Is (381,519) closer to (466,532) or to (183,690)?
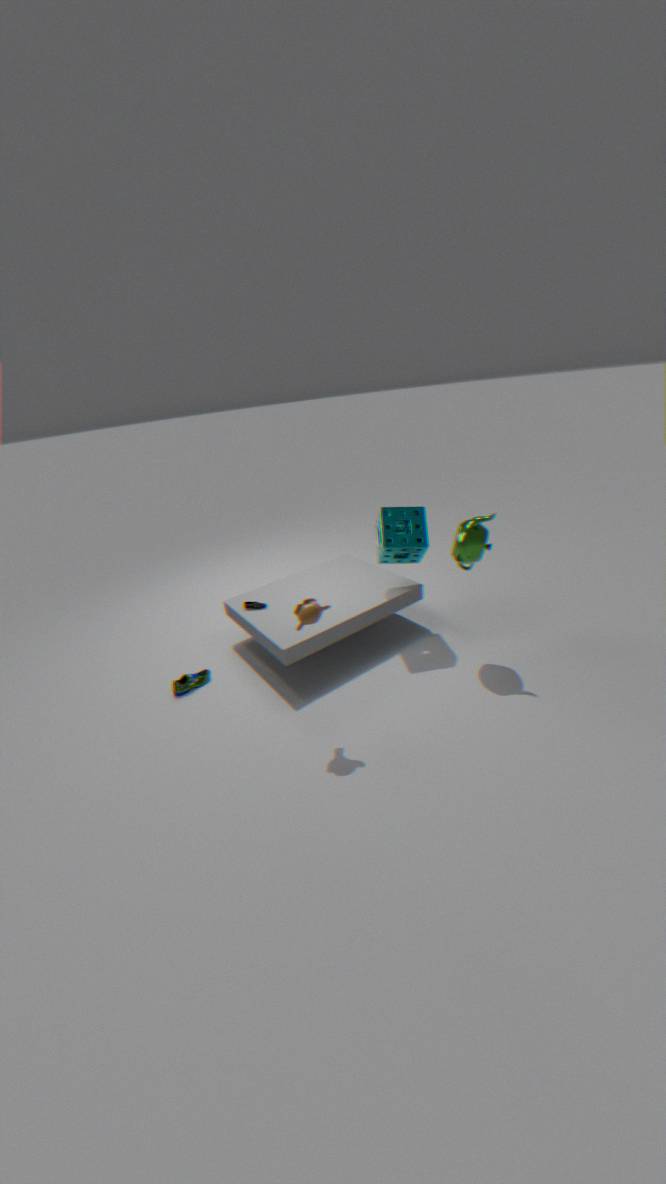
(466,532)
